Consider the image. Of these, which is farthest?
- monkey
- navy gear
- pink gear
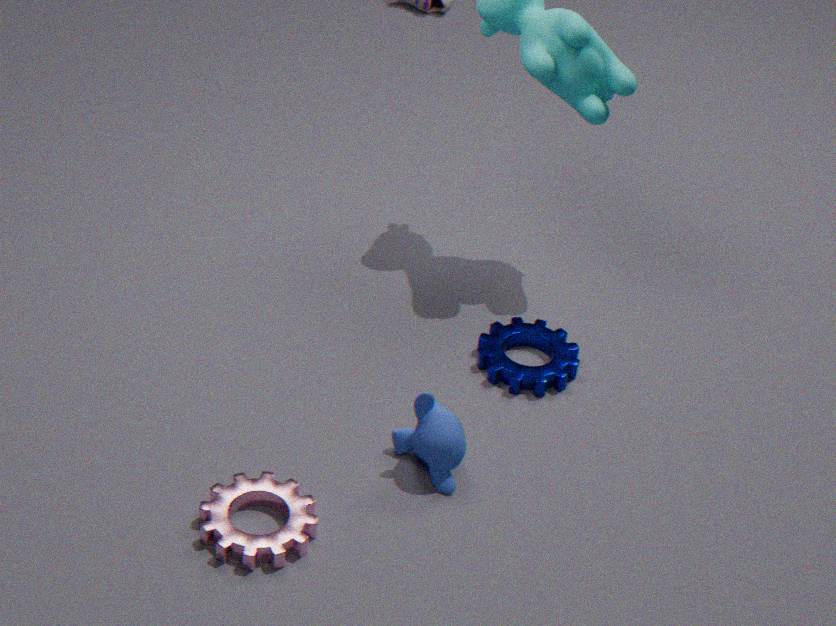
navy gear
